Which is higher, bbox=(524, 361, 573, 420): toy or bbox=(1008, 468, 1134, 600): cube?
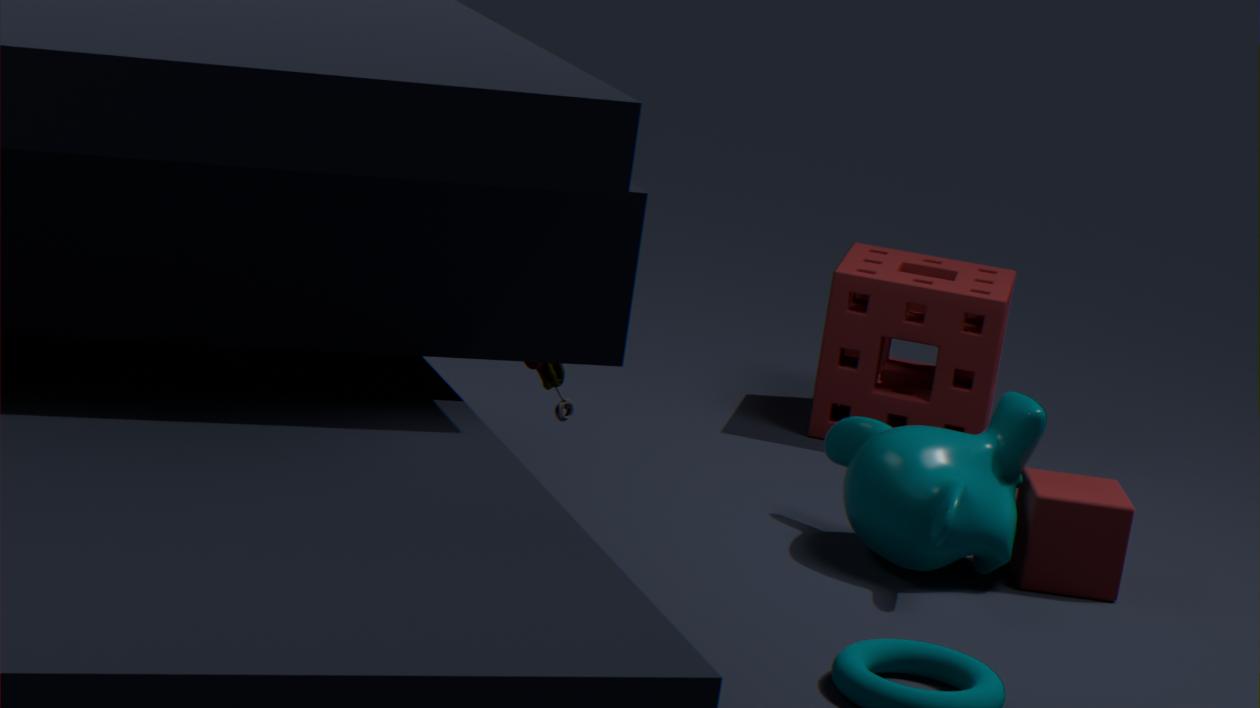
bbox=(524, 361, 573, 420): toy
